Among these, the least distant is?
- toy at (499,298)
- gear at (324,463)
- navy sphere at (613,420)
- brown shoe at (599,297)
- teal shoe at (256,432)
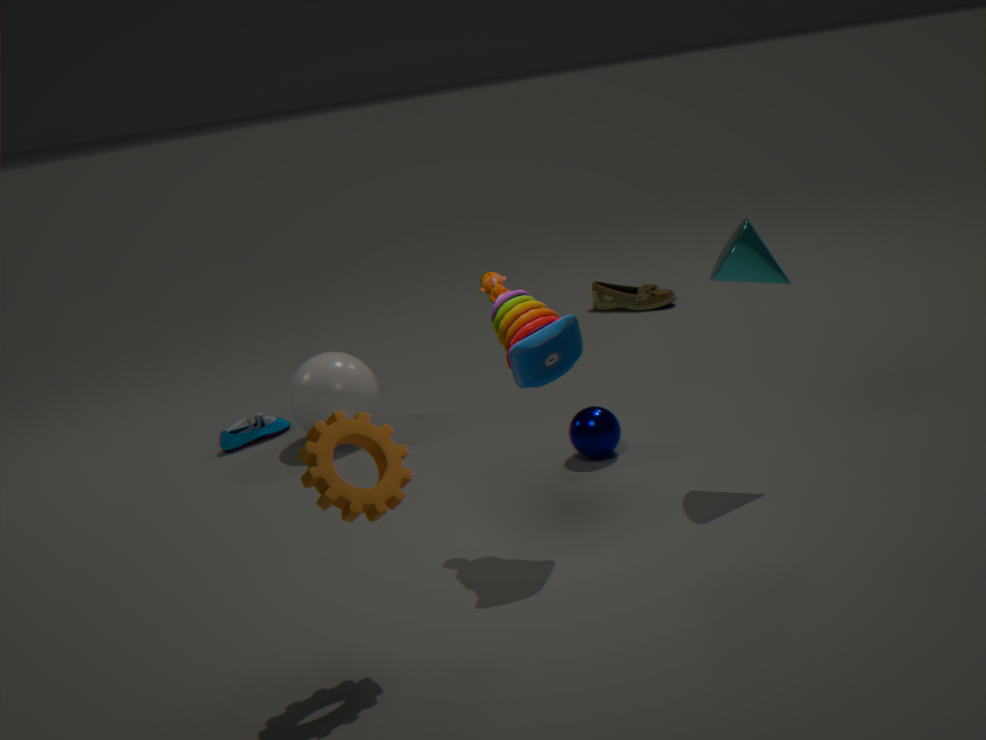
gear at (324,463)
